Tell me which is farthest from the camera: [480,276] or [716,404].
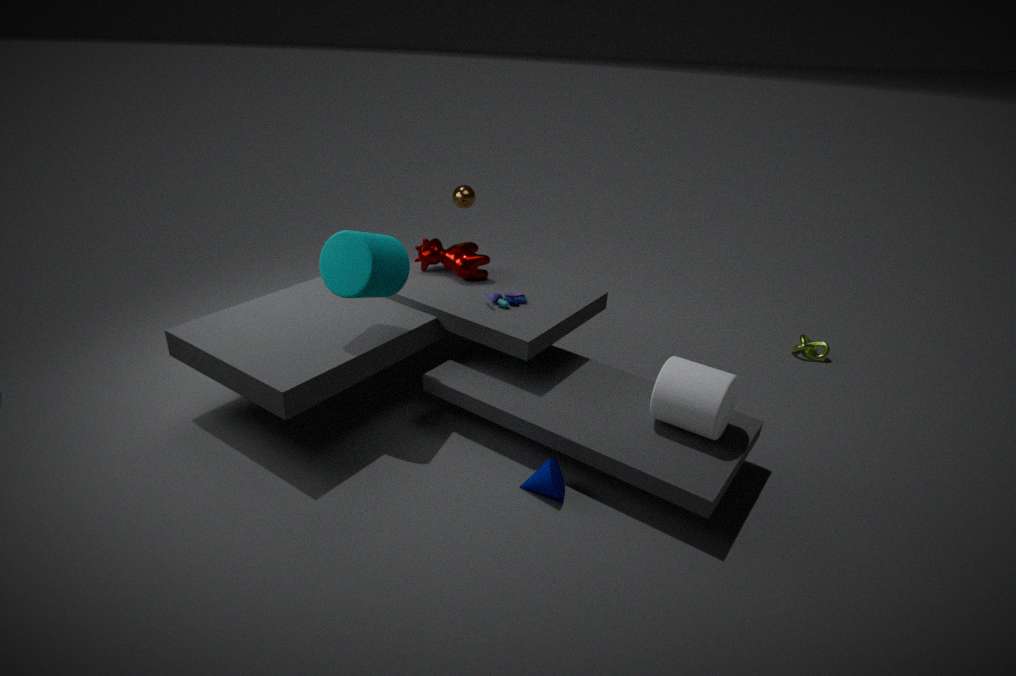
[480,276]
